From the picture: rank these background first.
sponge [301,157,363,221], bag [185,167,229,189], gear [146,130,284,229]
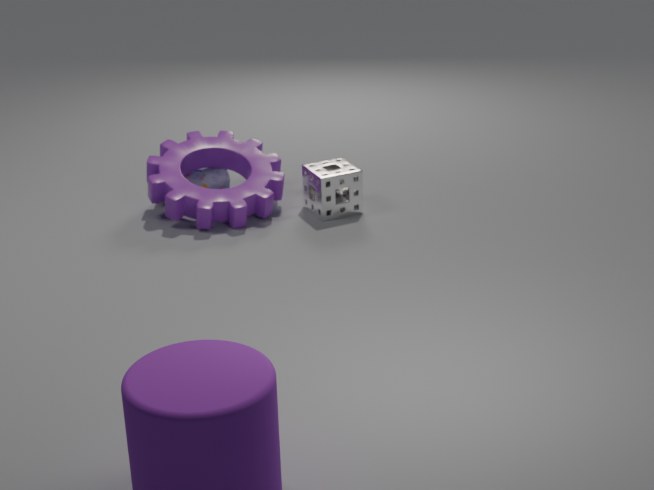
bag [185,167,229,189], sponge [301,157,363,221], gear [146,130,284,229]
